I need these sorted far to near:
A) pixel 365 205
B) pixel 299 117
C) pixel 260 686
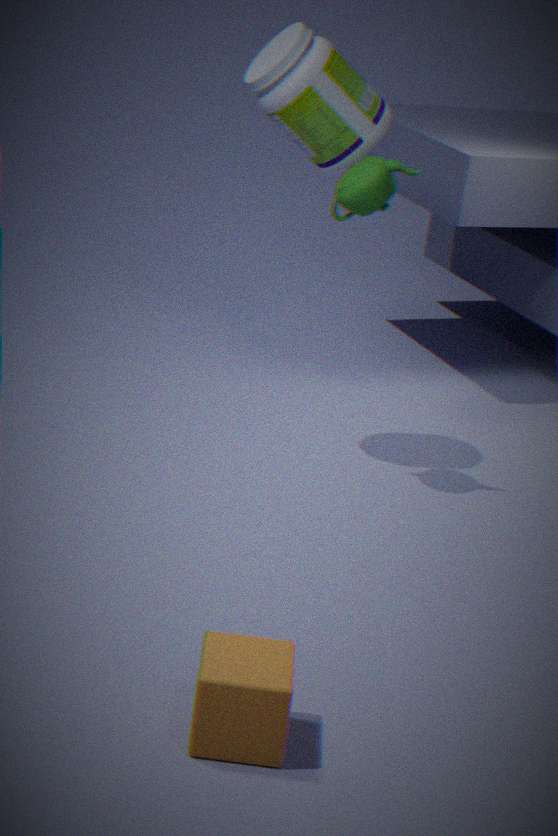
1. pixel 299 117
2. pixel 365 205
3. pixel 260 686
